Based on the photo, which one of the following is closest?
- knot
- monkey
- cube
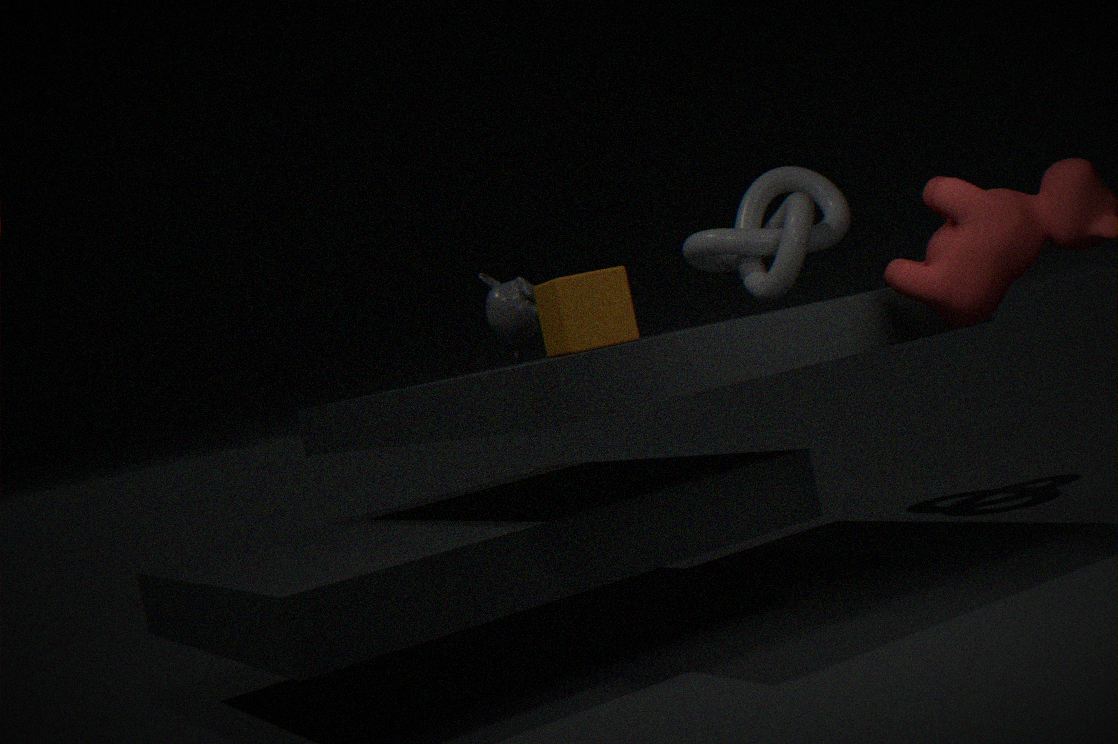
cube
